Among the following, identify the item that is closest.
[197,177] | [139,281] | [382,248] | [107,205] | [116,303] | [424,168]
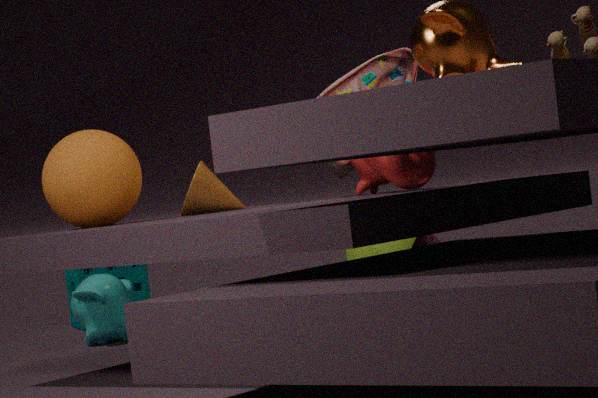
[424,168]
